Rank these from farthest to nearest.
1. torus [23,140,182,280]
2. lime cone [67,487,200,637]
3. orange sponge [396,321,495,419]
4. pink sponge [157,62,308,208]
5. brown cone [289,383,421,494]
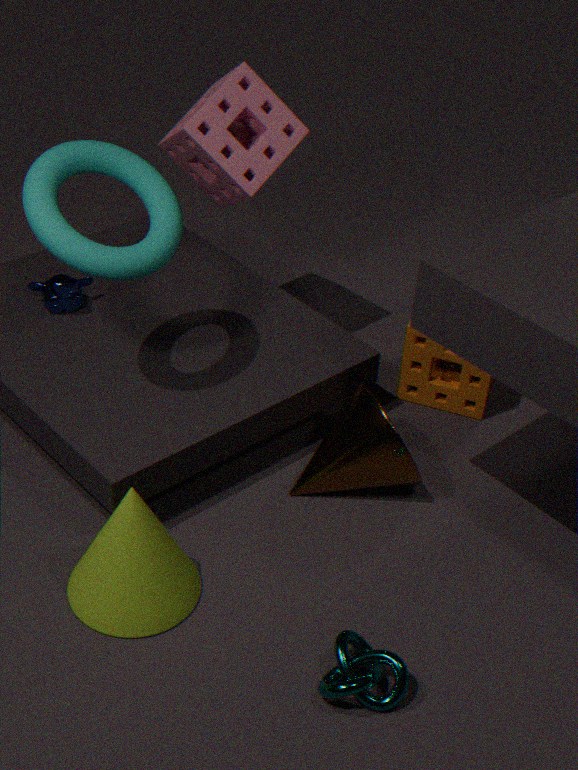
orange sponge [396,321,495,419] < pink sponge [157,62,308,208] < brown cone [289,383,421,494] < torus [23,140,182,280] < lime cone [67,487,200,637]
